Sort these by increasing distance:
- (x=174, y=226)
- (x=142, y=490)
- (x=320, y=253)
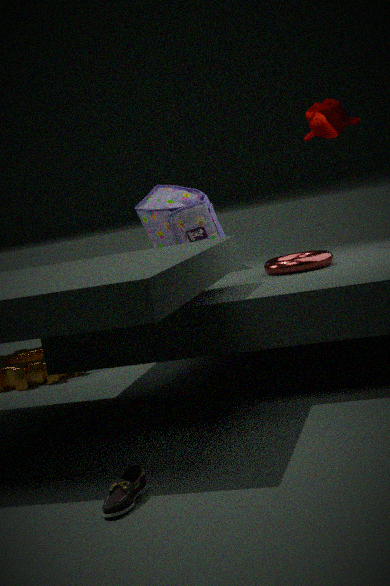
1. (x=142, y=490)
2. (x=320, y=253)
3. (x=174, y=226)
